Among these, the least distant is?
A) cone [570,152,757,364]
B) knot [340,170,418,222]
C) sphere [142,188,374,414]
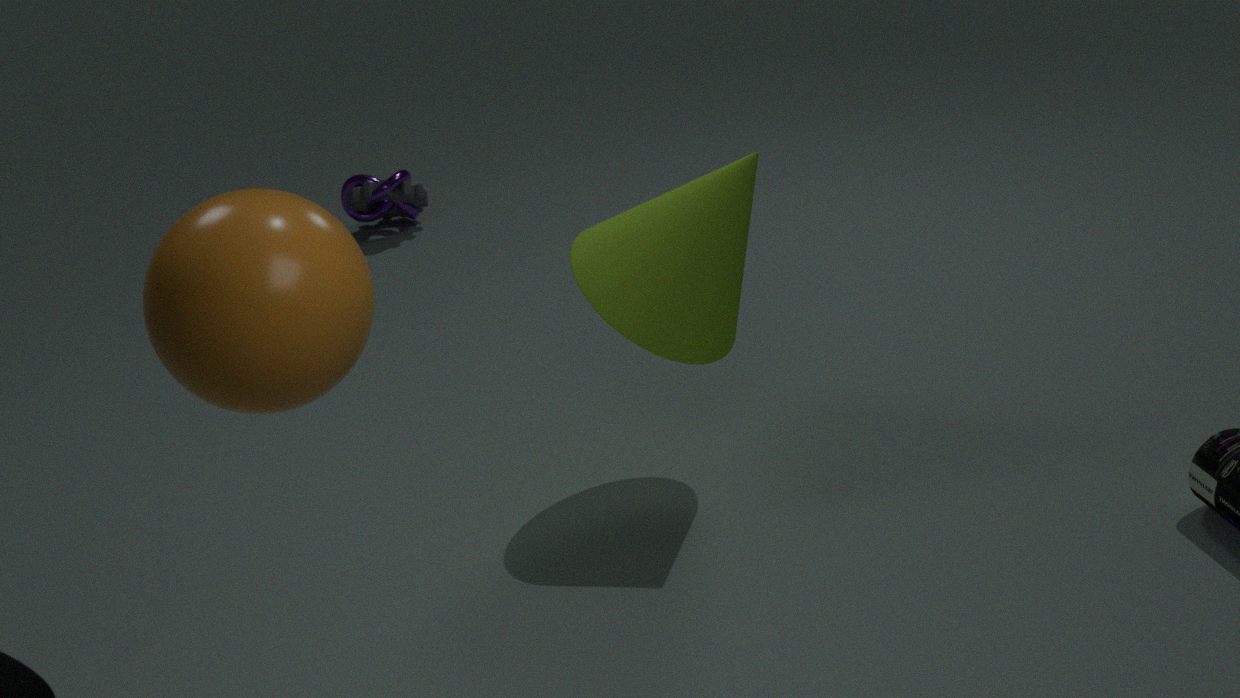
sphere [142,188,374,414]
